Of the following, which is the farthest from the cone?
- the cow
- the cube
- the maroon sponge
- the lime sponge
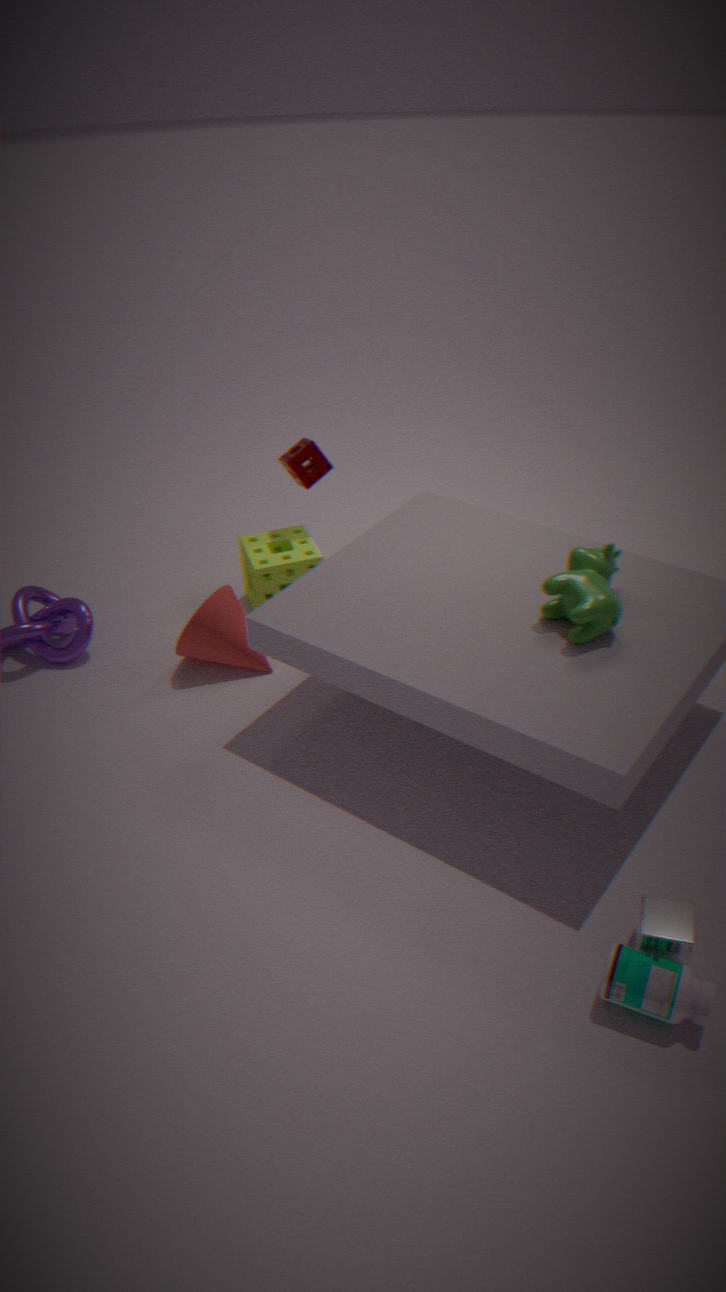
the cube
